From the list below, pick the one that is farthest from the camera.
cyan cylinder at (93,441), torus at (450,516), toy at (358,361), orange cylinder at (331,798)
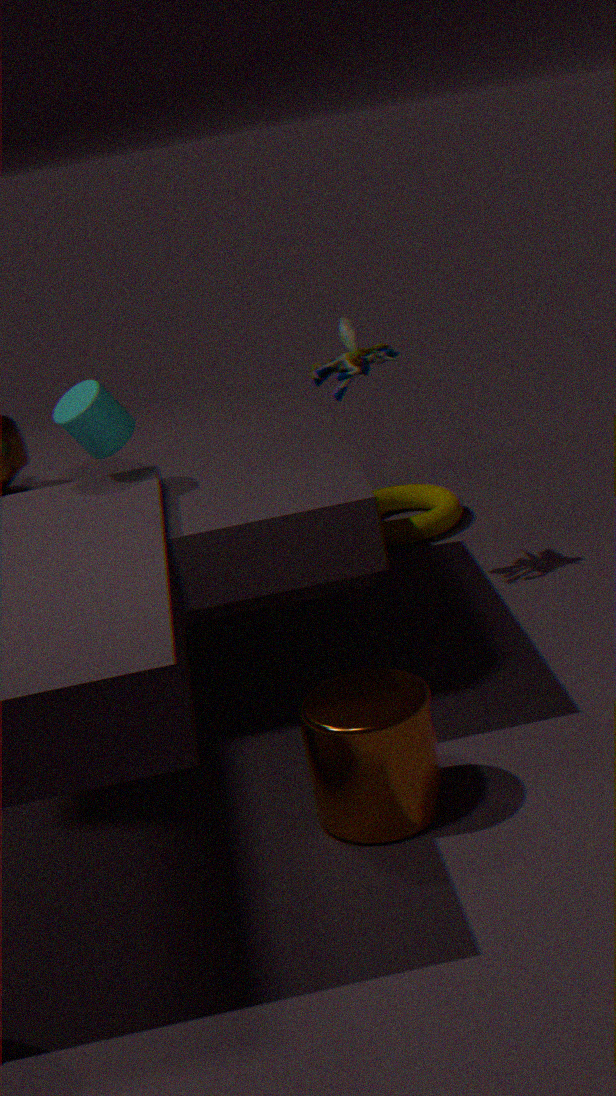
torus at (450,516)
